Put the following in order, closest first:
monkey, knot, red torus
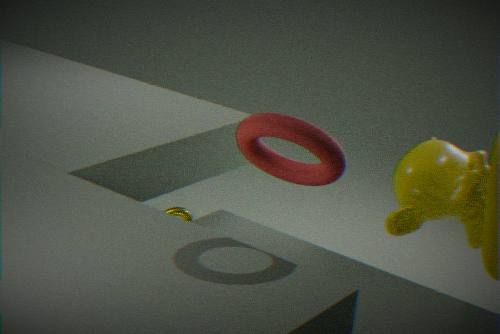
1. red torus
2. monkey
3. knot
